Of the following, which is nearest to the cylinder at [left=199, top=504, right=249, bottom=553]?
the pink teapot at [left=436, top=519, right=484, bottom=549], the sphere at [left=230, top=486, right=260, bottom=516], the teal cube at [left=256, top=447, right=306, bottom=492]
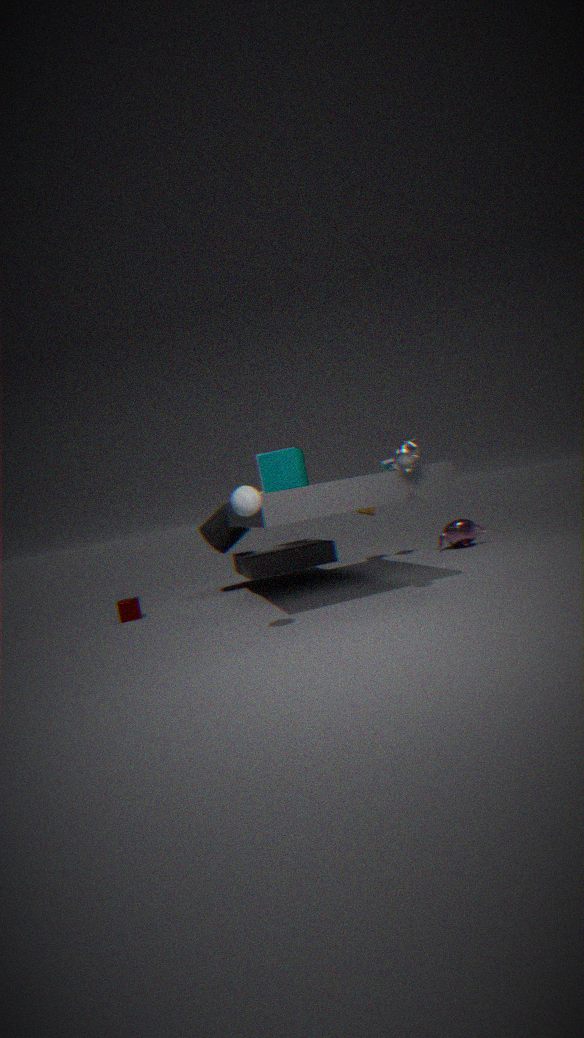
the teal cube at [left=256, top=447, right=306, bottom=492]
